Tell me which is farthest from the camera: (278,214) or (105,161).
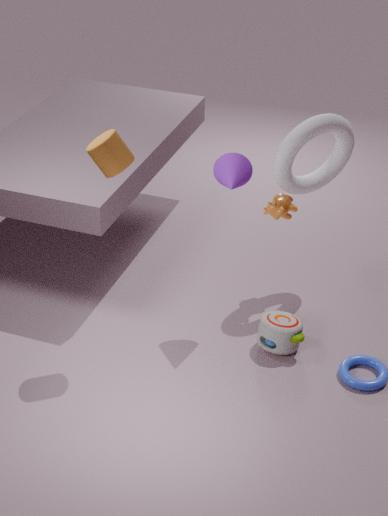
(278,214)
